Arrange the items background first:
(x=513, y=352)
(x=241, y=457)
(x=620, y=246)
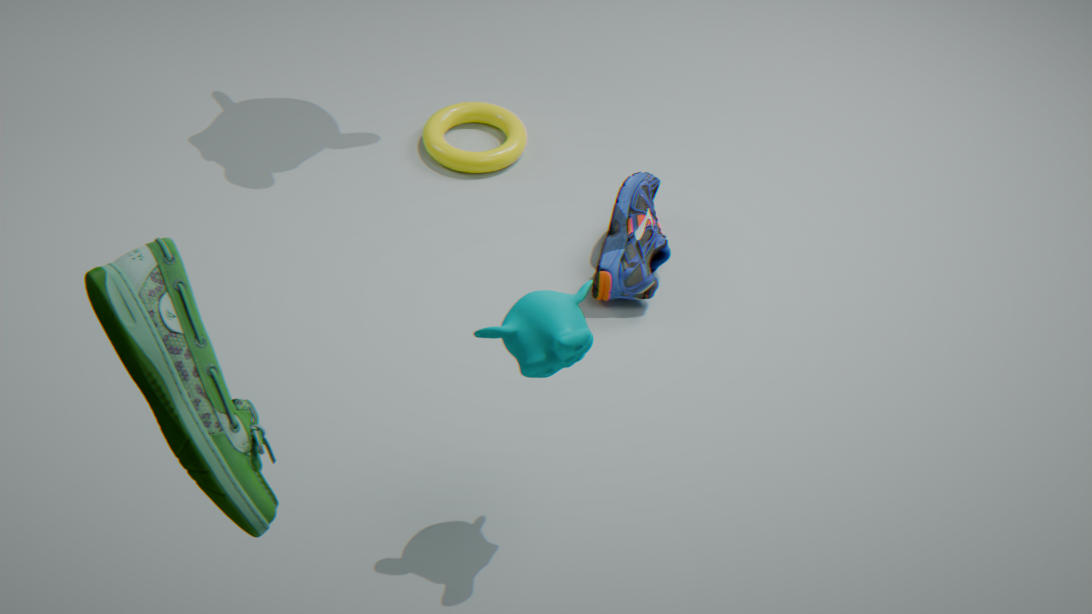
(x=620, y=246) → (x=513, y=352) → (x=241, y=457)
